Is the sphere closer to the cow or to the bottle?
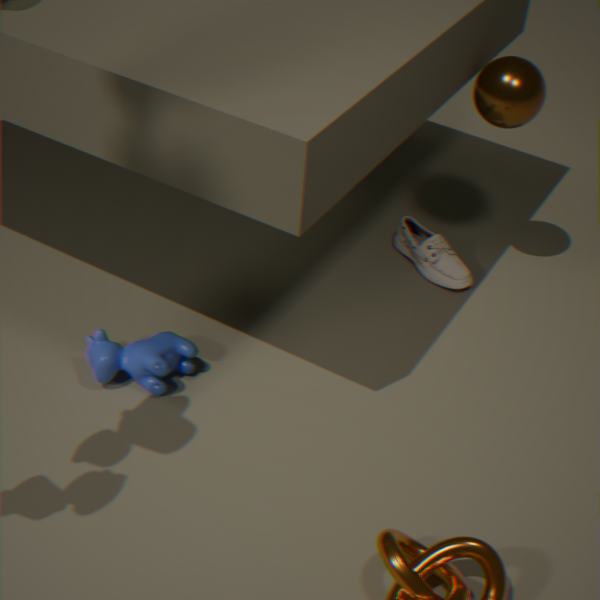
the bottle
